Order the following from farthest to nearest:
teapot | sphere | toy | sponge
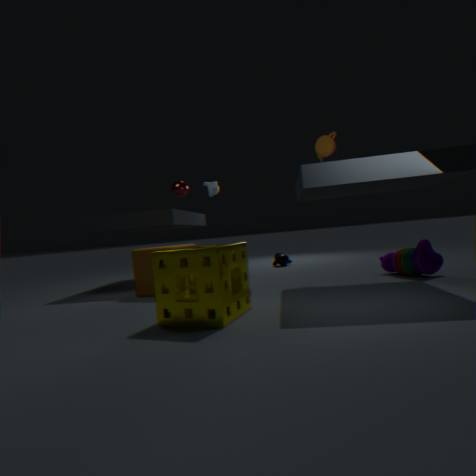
sphere → teapot → toy → sponge
